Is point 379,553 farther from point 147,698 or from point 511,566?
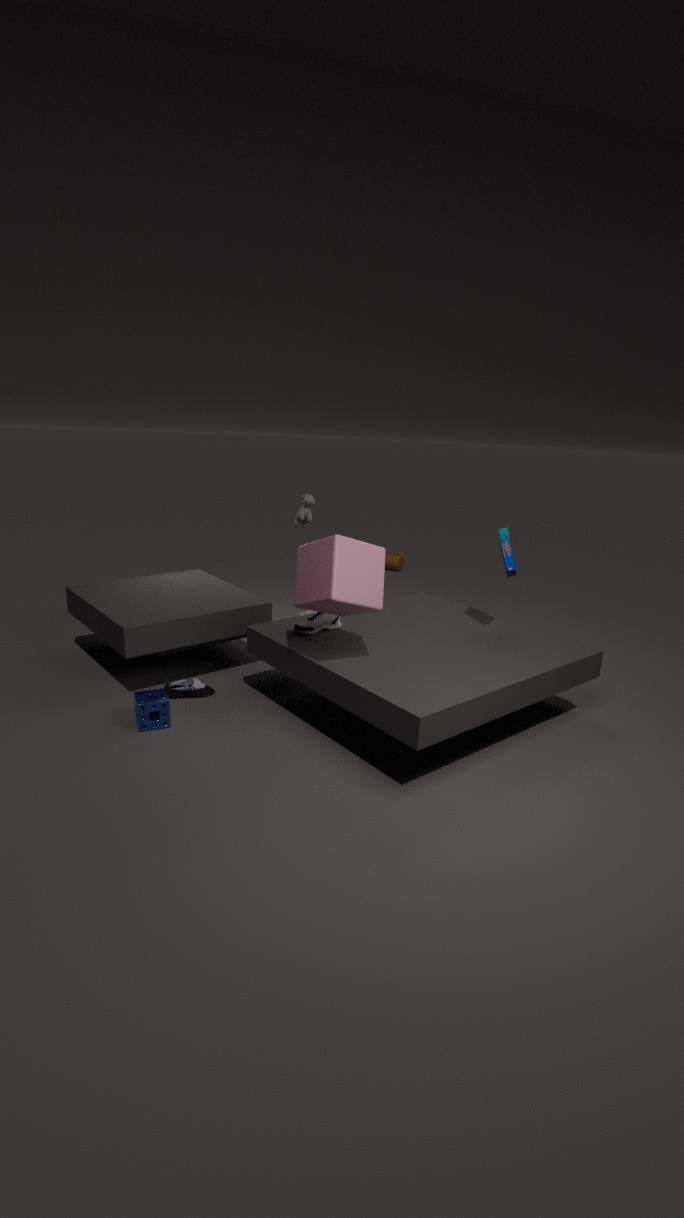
point 147,698
